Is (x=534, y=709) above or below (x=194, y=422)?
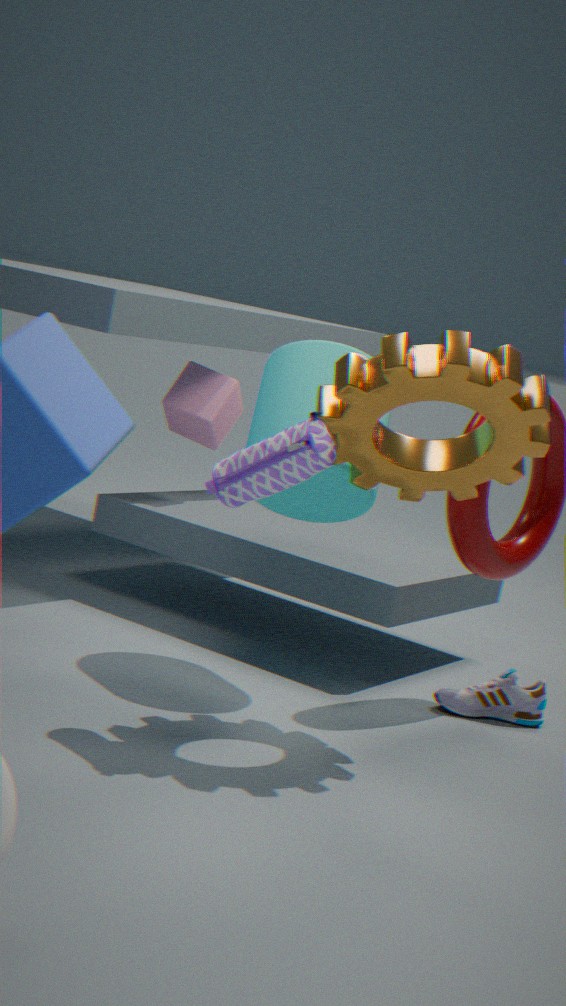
below
